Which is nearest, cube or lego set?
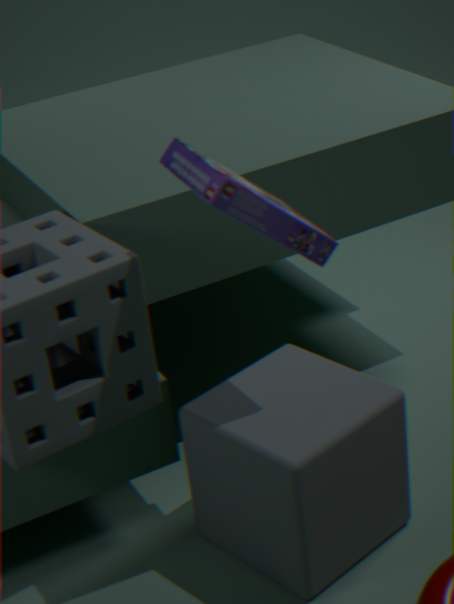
lego set
